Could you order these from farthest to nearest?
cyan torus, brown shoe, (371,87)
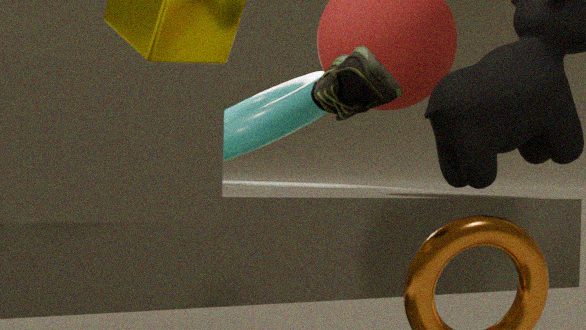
(371,87)
cyan torus
brown shoe
